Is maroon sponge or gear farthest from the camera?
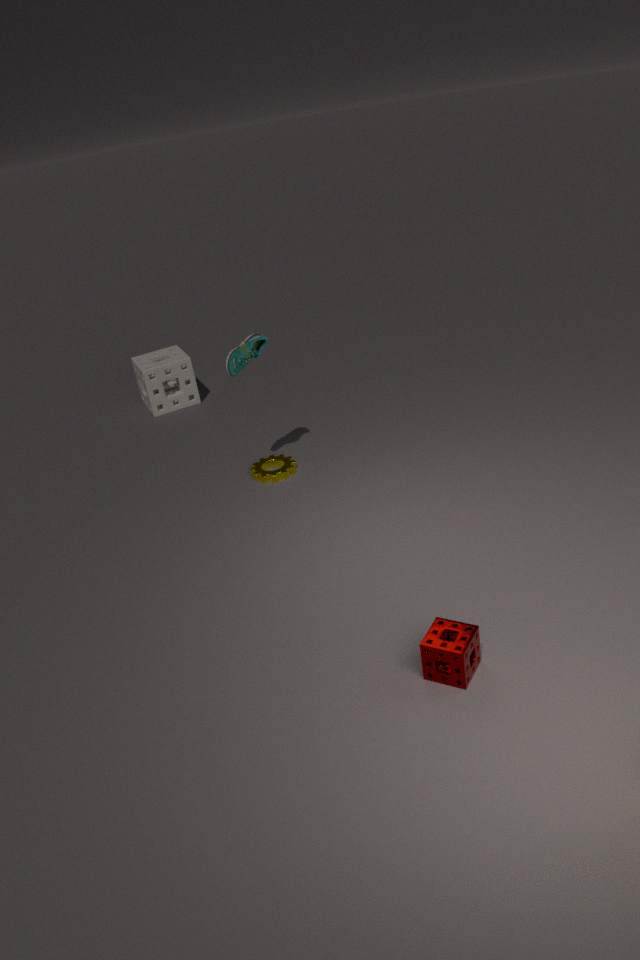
gear
